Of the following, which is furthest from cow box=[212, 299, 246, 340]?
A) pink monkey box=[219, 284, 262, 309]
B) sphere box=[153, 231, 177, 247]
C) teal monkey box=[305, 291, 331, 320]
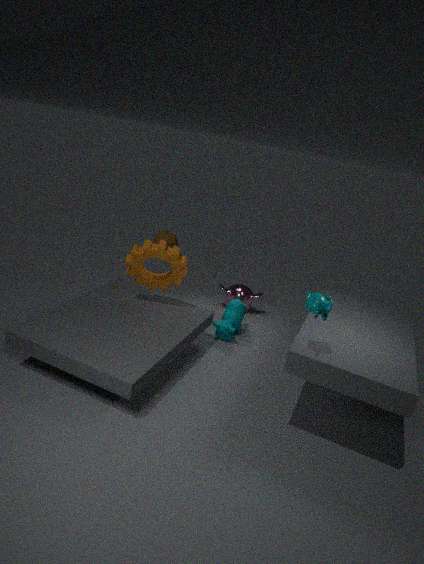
sphere box=[153, 231, 177, 247]
